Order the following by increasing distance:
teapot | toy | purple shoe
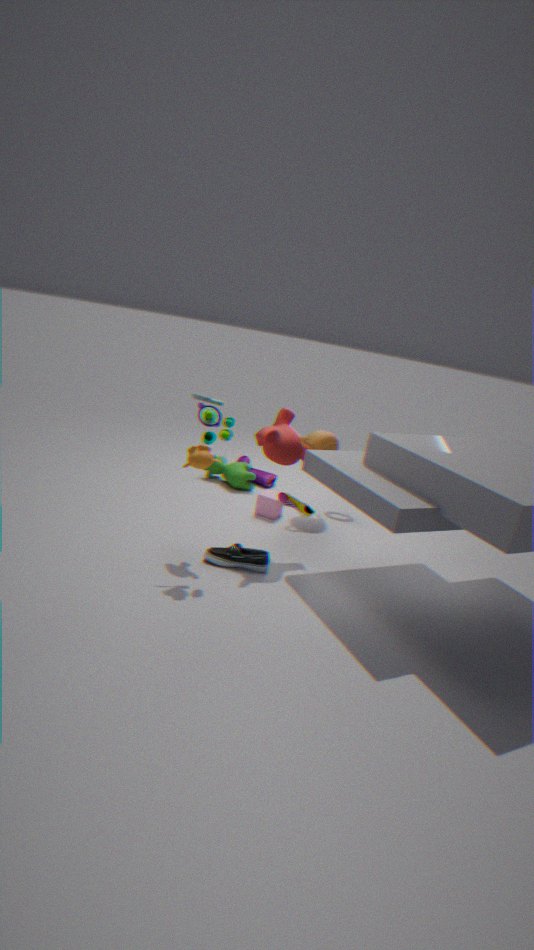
1. toy
2. teapot
3. purple shoe
